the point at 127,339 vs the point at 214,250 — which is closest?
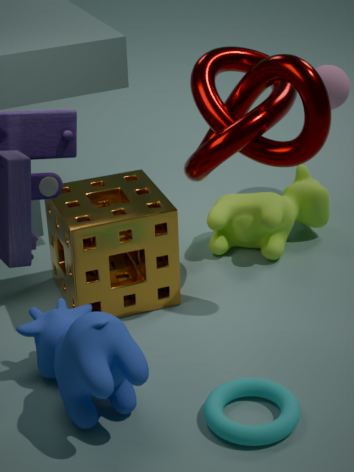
the point at 127,339
